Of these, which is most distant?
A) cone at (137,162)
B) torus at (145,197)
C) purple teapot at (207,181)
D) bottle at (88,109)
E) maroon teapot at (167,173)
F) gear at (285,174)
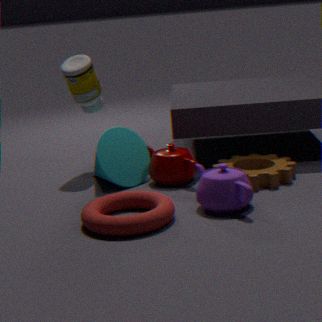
bottle at (88,109)
